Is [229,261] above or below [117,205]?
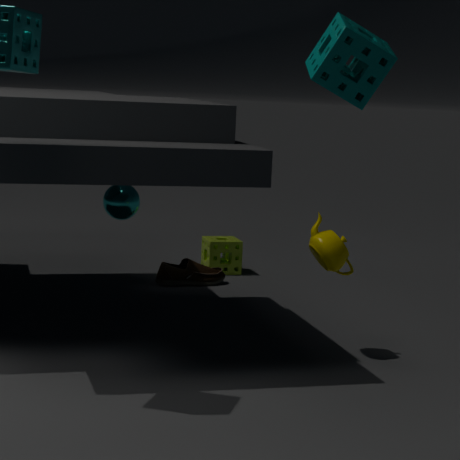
→ below
